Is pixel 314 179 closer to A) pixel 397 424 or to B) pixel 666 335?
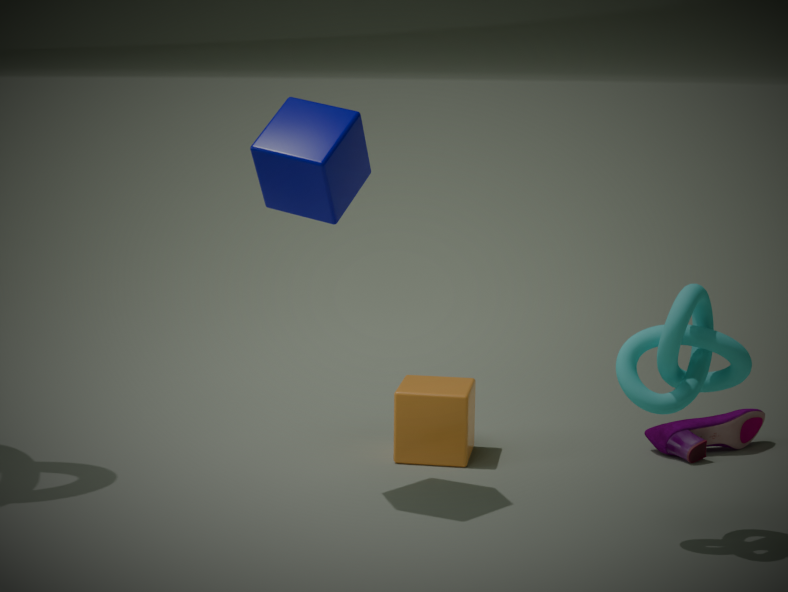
A) pixel 397 424
